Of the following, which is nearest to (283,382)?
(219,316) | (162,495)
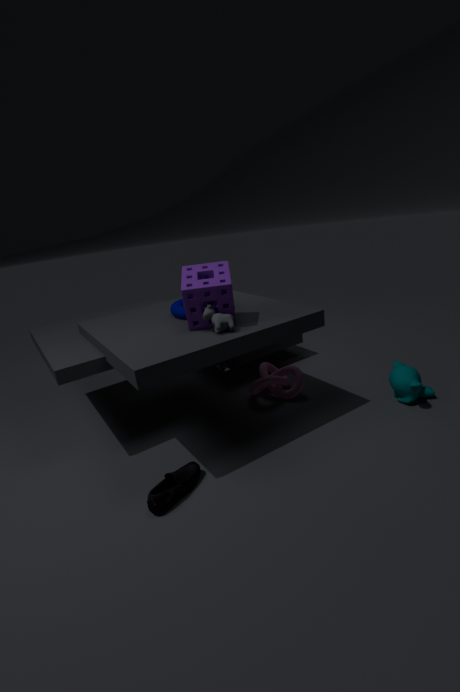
(219,316)
